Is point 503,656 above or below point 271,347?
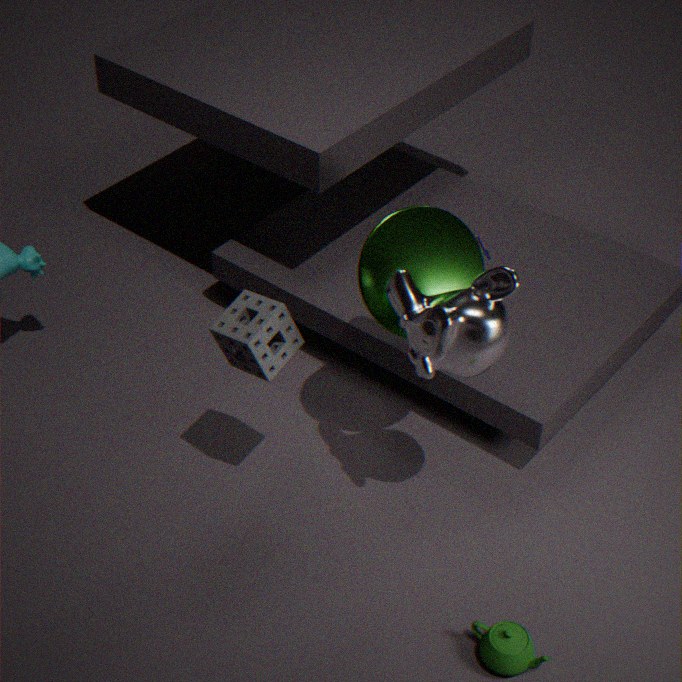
below
